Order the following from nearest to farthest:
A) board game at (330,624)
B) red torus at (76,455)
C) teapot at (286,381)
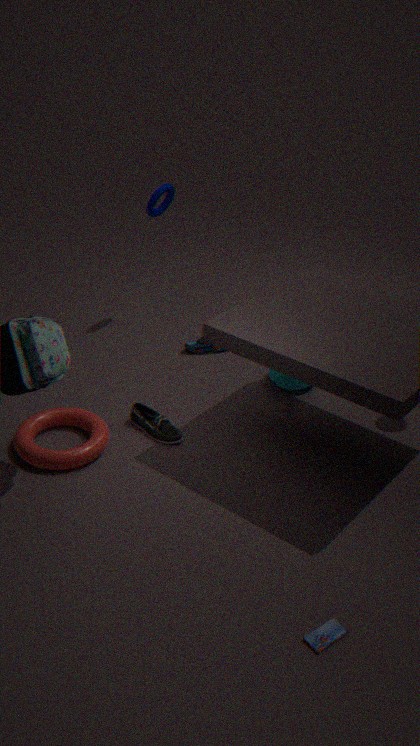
board game at (330,624), red torus at (76,455), teapot at (286,381)
